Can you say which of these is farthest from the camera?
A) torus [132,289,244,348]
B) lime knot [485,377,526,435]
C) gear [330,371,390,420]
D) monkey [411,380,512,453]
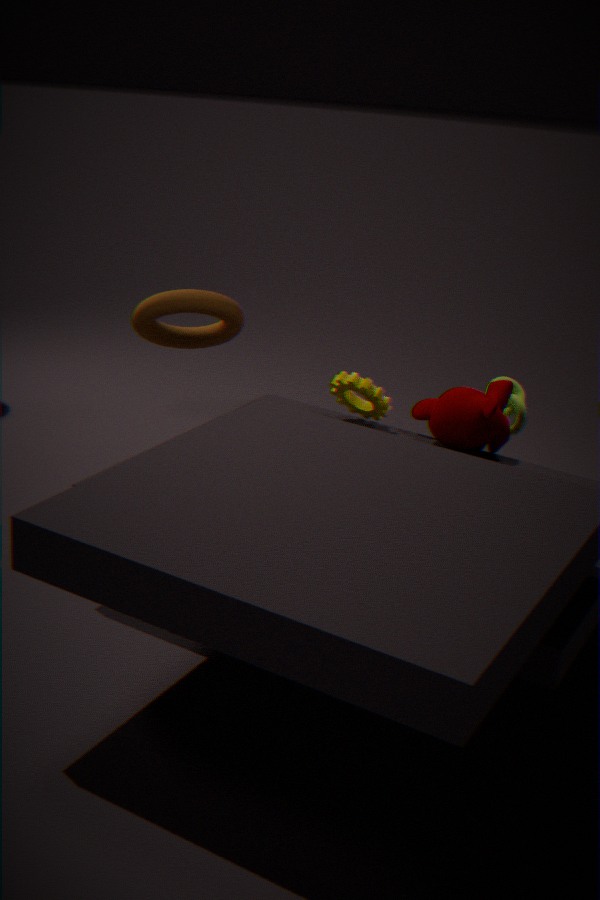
torus [132,289,244,348]
